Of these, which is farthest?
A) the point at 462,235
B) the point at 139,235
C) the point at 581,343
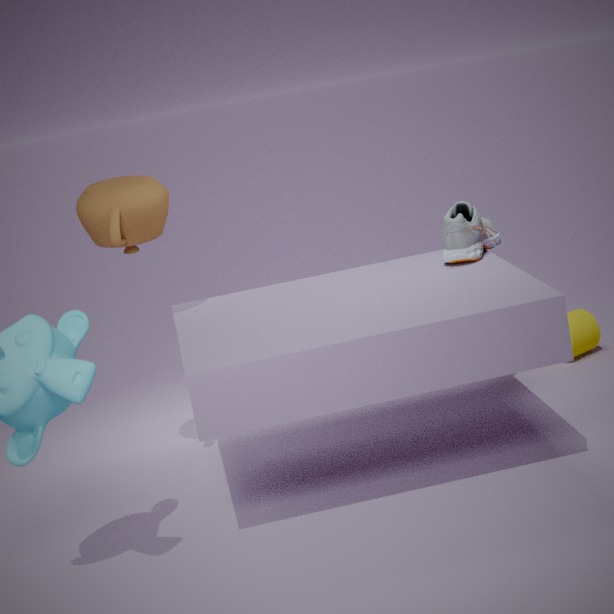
the point at 581,343
